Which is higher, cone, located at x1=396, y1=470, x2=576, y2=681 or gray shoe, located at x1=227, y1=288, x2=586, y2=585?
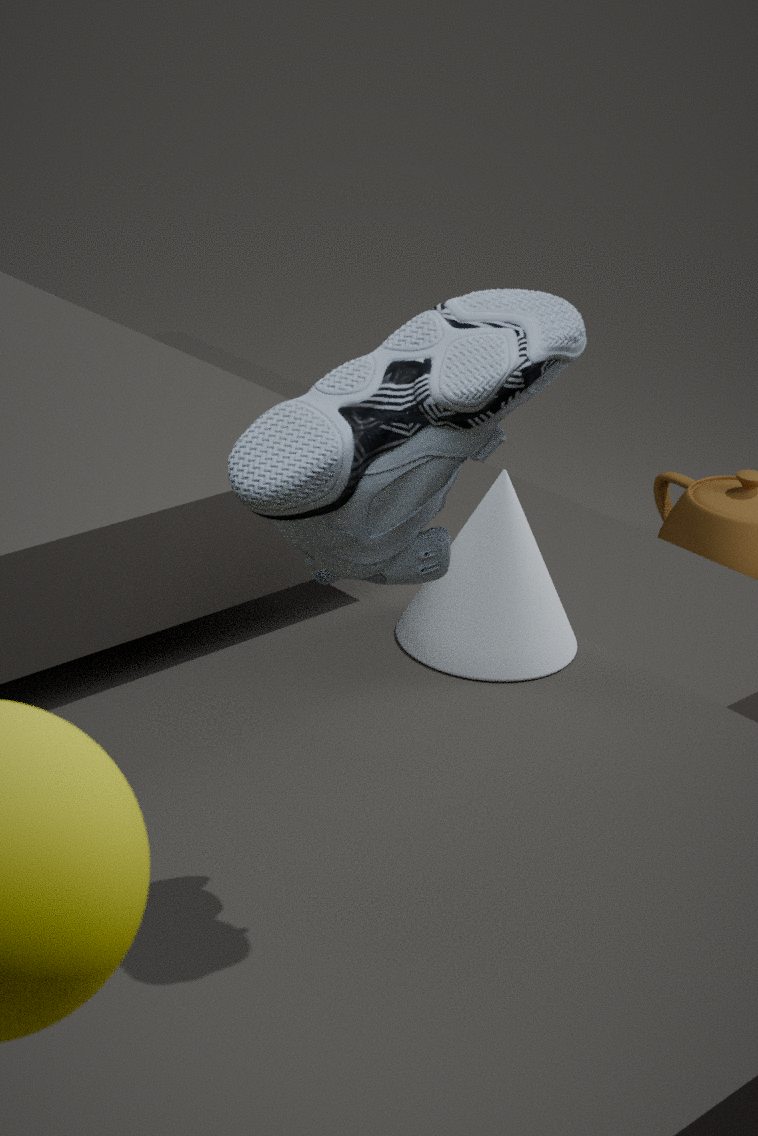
gray shoe, located at x1=227, y1=288, x2=586, y2=585
